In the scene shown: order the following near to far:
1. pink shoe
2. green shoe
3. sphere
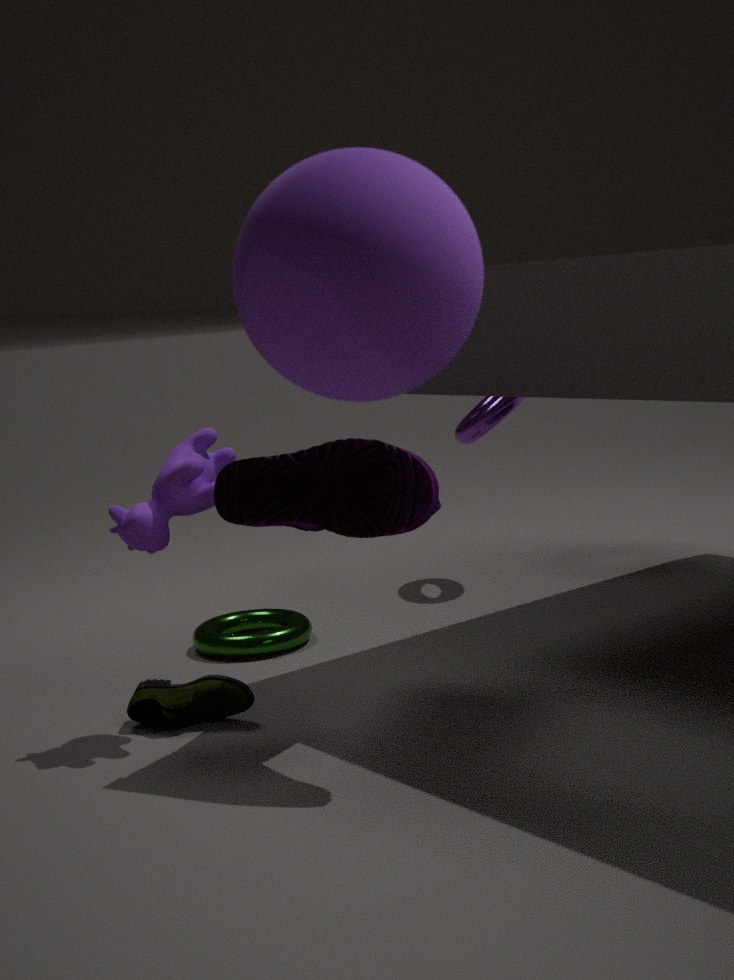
sphere < pink shoe < green shoe
